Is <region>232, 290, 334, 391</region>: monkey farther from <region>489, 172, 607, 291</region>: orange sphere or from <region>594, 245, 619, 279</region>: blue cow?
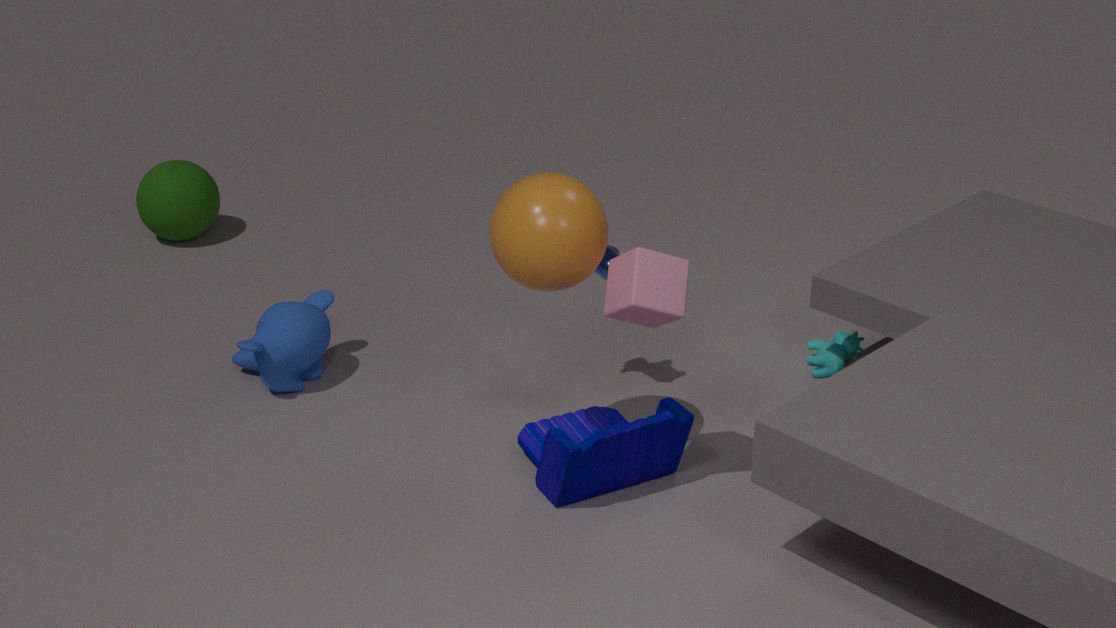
<region>489, 172, 607, 291</region>: orange sphere
